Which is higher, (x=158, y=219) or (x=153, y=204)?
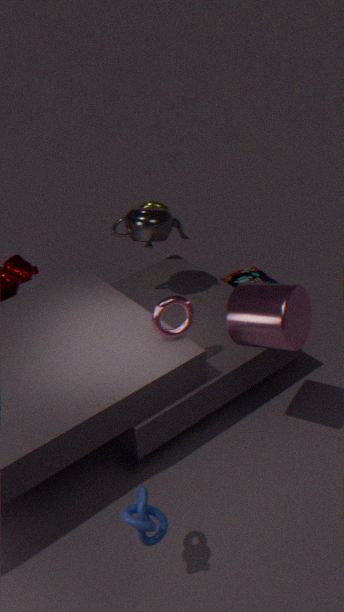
(x=158, y=219)
